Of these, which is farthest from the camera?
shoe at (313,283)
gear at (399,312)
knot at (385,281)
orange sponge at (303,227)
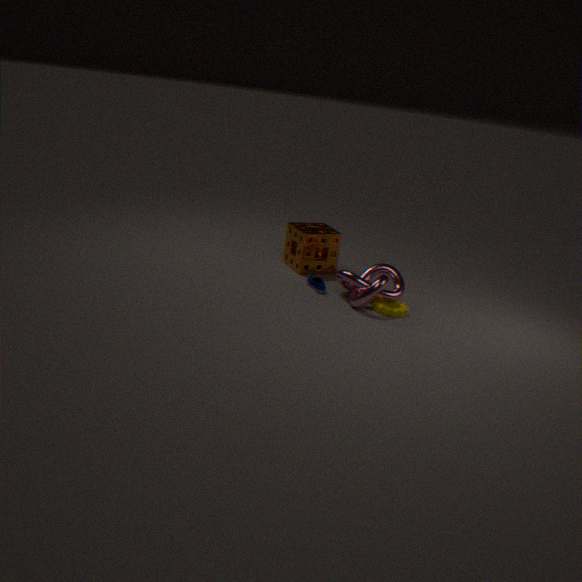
orange sponge at (303,227)
